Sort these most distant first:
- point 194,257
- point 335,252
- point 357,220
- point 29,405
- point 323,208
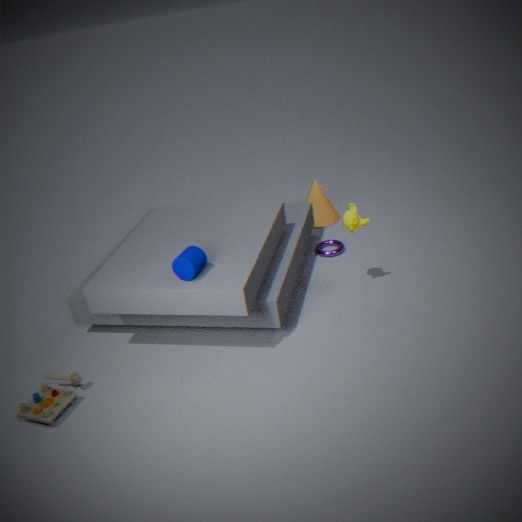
1. point 323,208
2. point 335,252
3. point 357,220
4. point 194,257
5. point 29,405
